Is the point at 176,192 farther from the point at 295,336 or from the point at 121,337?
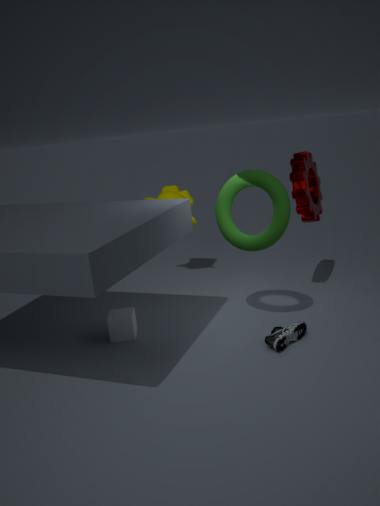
the point at 295,336
